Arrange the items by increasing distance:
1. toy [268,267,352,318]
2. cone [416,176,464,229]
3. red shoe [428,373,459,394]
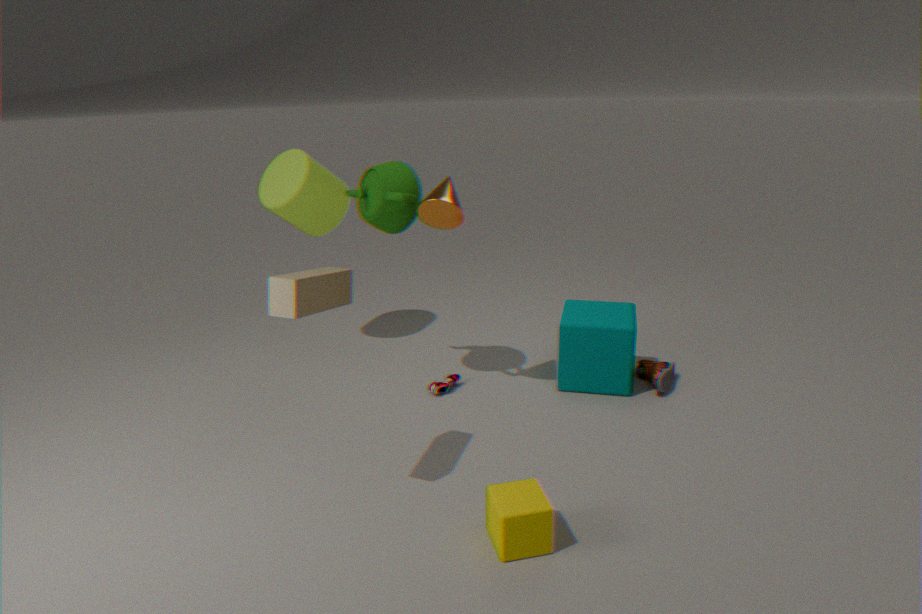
1. toy [268,267,352,318]
2. cone [416,176,464,229]
3. red shoe [428,373,459,394]
